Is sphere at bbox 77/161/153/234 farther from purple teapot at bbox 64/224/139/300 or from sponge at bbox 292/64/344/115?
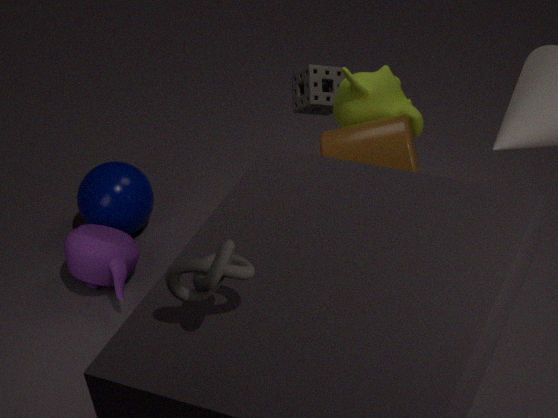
sponge at bbox 292/64/344/115
